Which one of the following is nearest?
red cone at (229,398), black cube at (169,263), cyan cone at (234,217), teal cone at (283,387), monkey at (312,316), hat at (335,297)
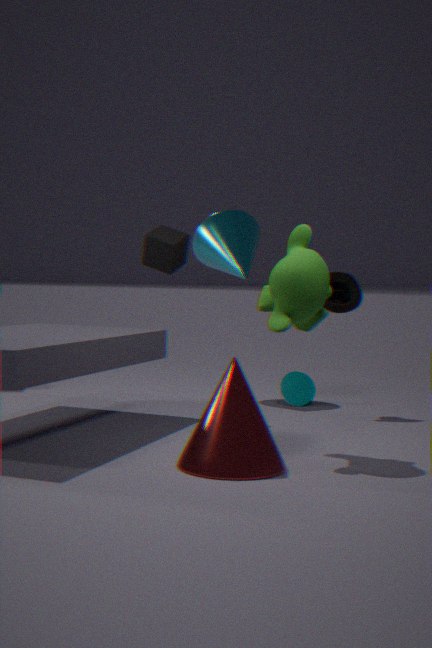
red cone at (229,398)
